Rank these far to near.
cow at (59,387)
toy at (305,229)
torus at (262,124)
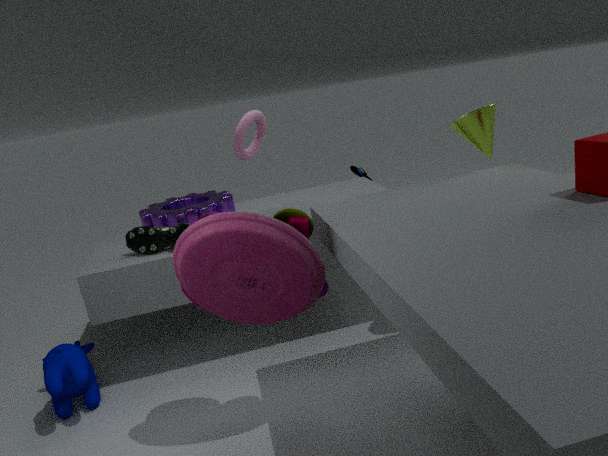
1. torus at (262,124)
2. cow at (59,387)
3. toy at (305,229)
